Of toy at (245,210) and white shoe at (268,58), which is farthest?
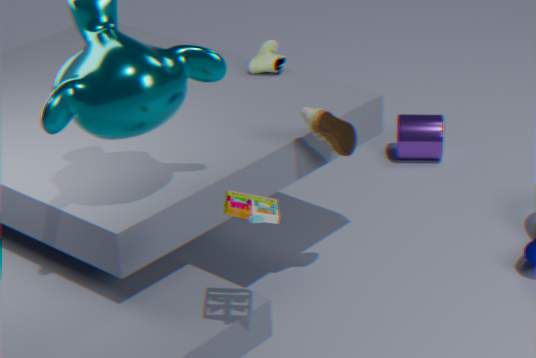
white shoe at (268,58)
